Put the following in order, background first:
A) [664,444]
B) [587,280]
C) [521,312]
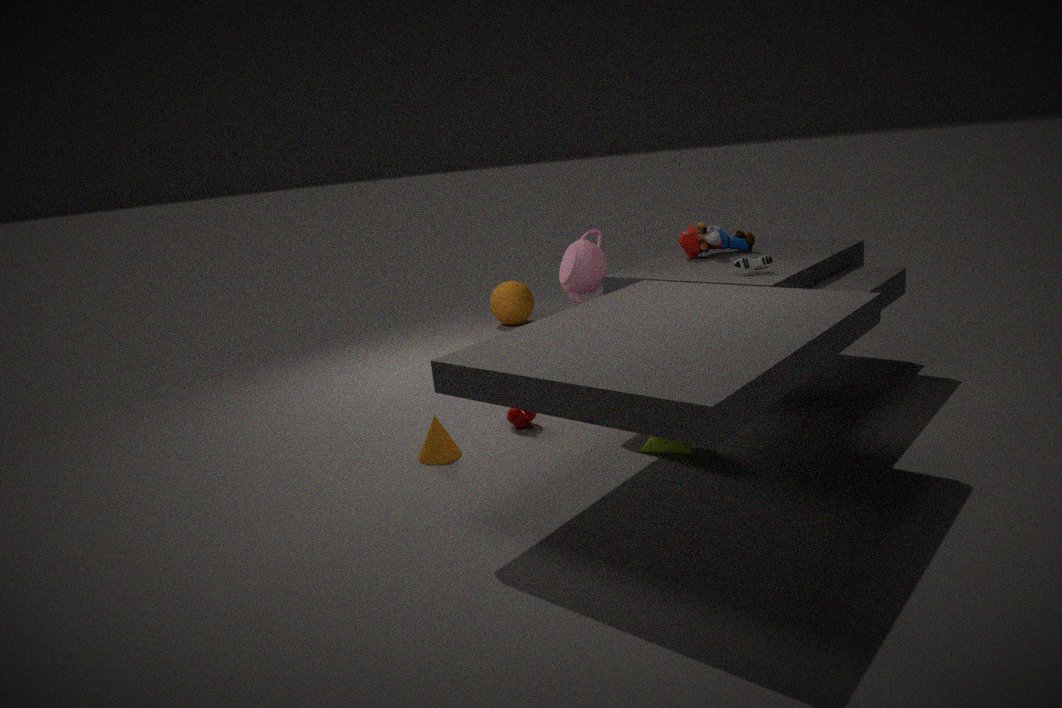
1. [521,312]
2. [587,280]
3. [664,444]
